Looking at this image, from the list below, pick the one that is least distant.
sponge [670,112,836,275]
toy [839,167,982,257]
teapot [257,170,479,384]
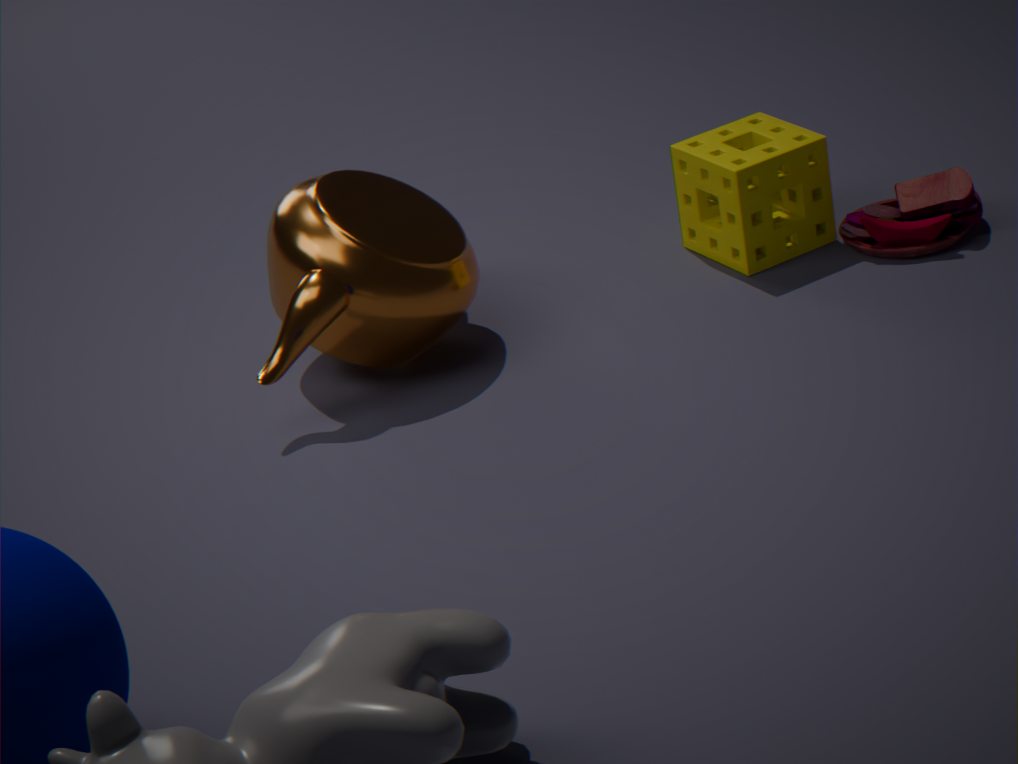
teapot [257,170,479,384]
